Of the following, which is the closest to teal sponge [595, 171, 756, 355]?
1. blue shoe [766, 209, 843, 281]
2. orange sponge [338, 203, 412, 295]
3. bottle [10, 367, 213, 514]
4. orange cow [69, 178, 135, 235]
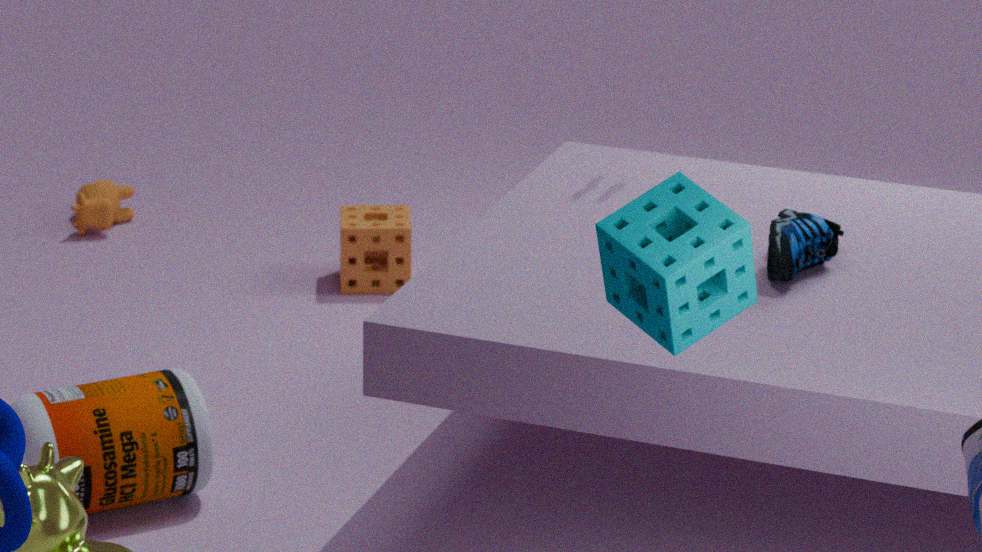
blue shoe [766, 209, 843, 281]
